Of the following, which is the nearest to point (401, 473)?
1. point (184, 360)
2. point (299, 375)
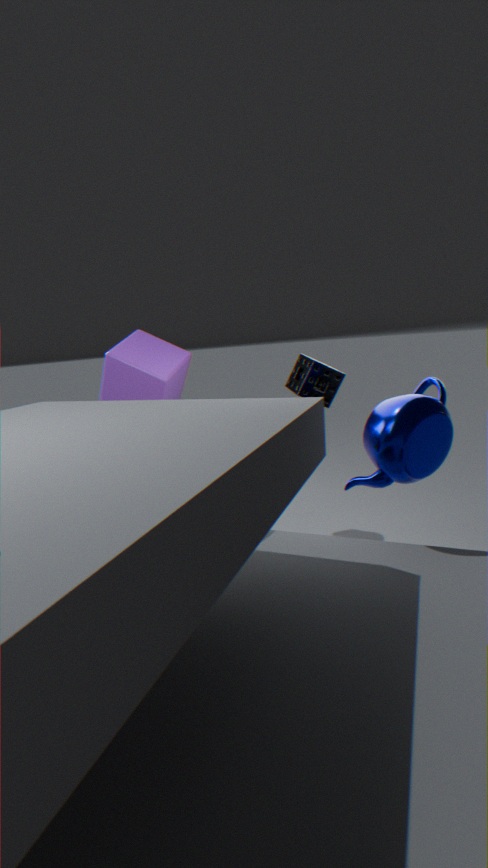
point (299, 375)
